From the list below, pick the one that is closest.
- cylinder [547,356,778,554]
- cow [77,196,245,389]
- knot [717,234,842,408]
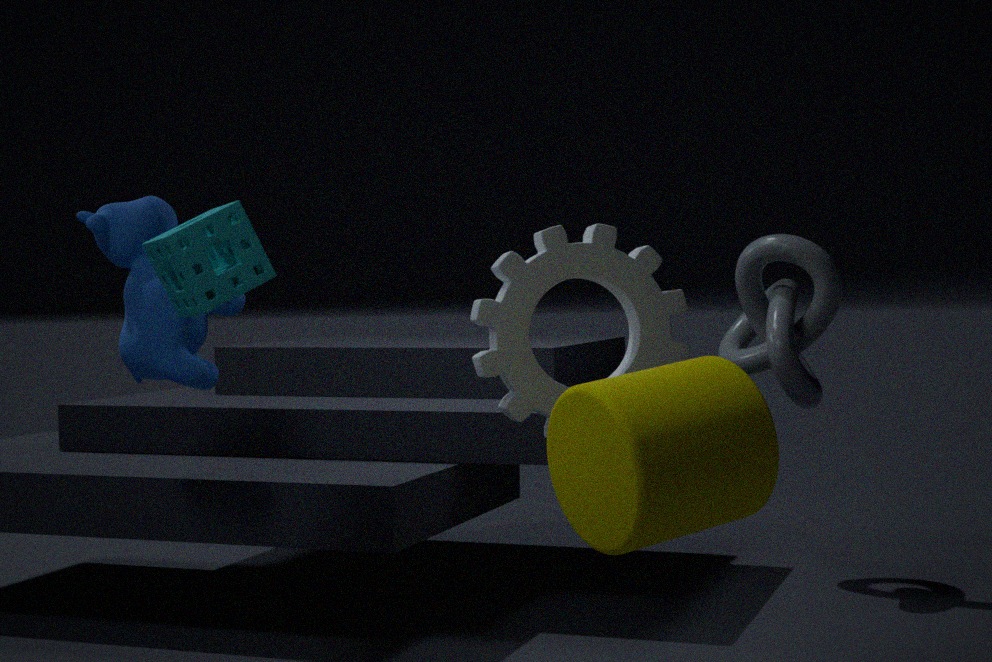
cylinder [547,356,778,554]
